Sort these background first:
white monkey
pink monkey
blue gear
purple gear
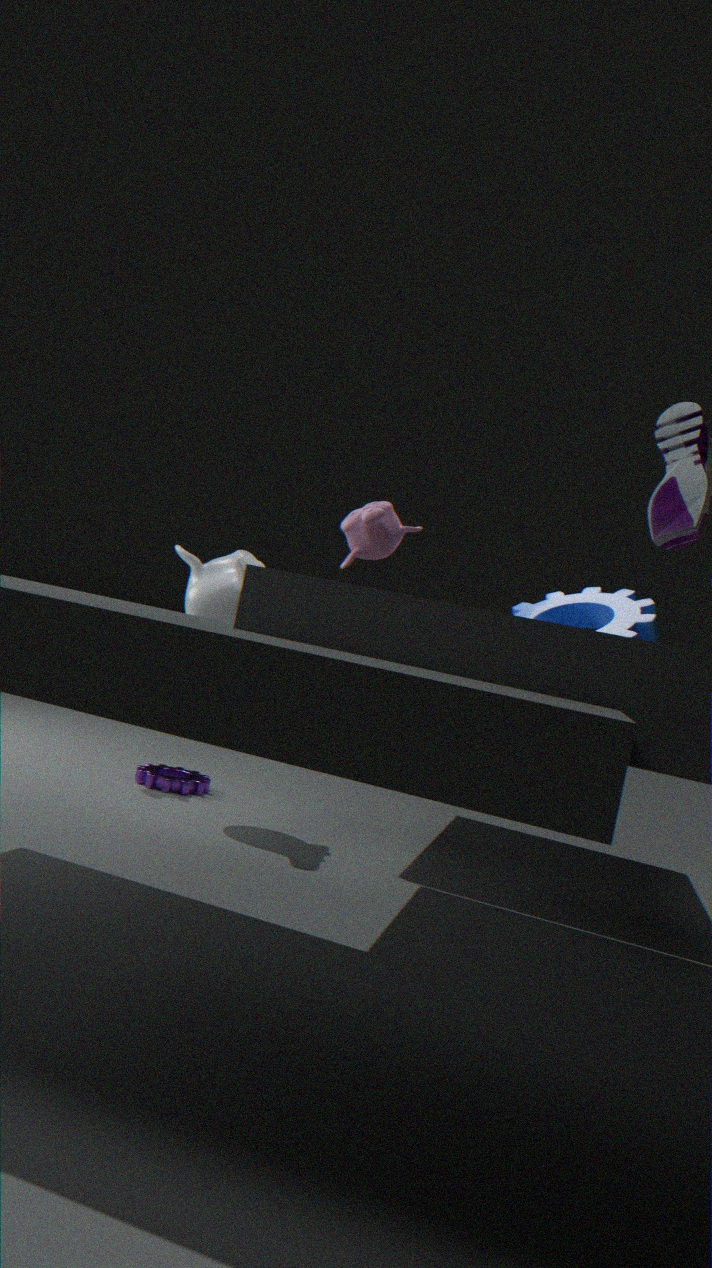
purple gear
white monkey
blue gear
pink monkey
